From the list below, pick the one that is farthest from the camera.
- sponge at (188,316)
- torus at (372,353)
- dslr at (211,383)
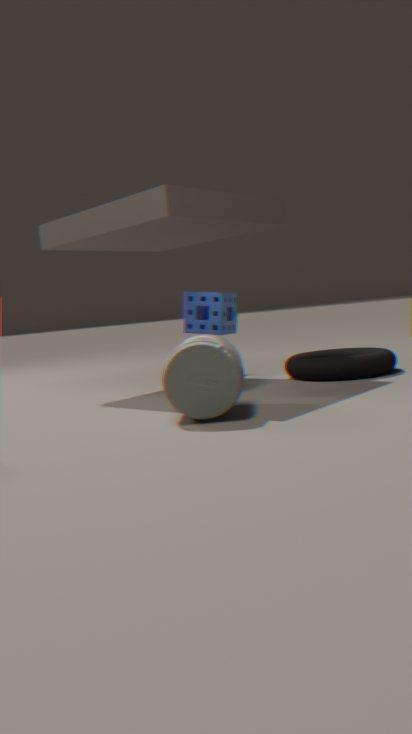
torus at (372,353)
